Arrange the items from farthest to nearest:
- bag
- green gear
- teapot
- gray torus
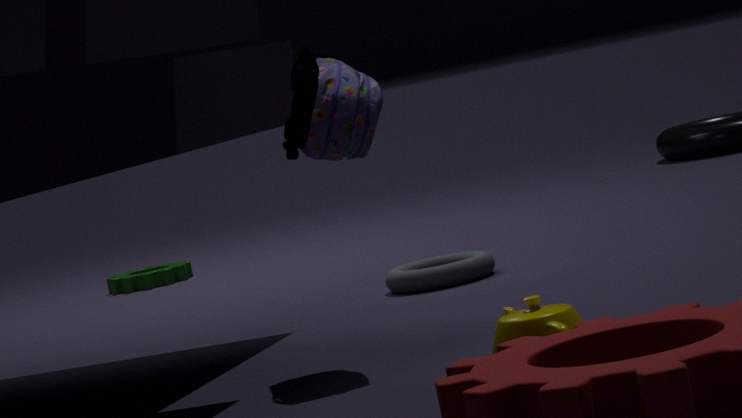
1. green gear
2. gray torus
3. bag
4. teapot
